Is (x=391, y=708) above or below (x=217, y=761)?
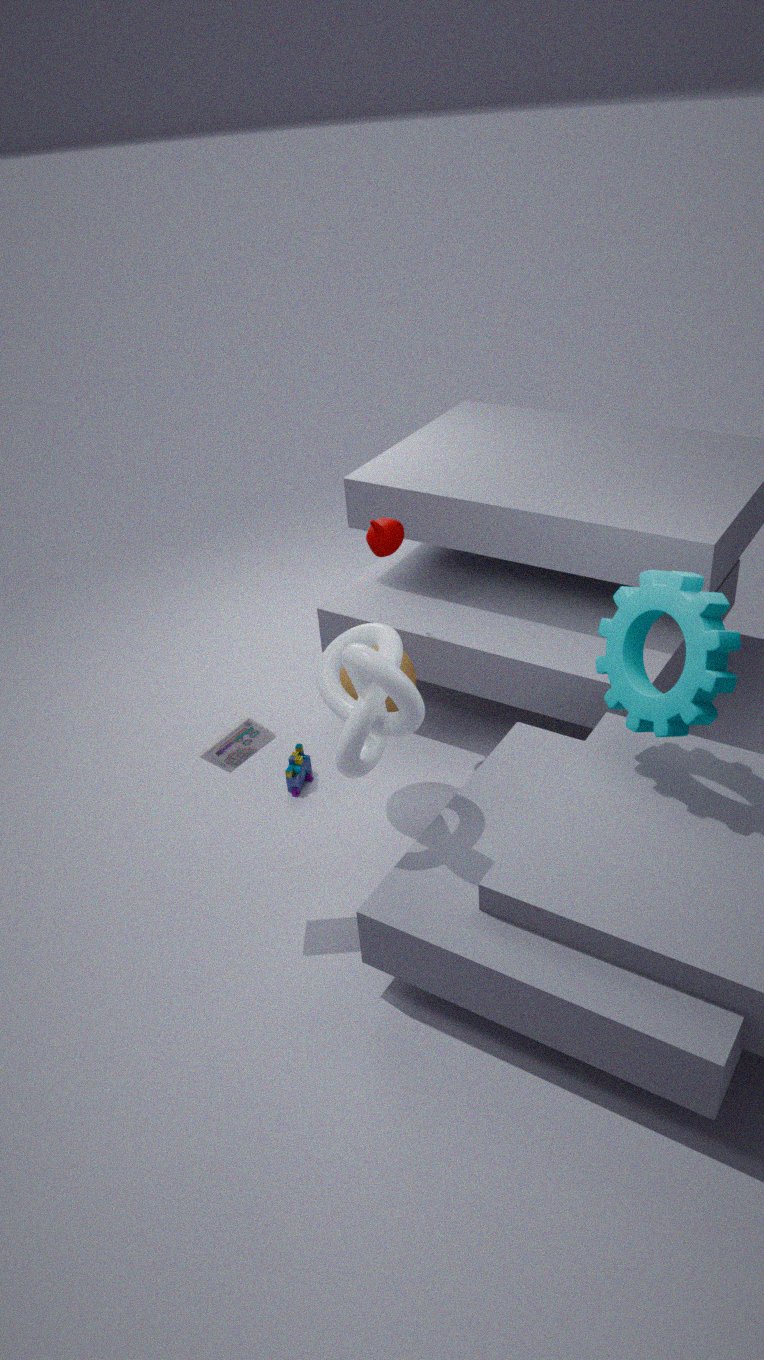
below
